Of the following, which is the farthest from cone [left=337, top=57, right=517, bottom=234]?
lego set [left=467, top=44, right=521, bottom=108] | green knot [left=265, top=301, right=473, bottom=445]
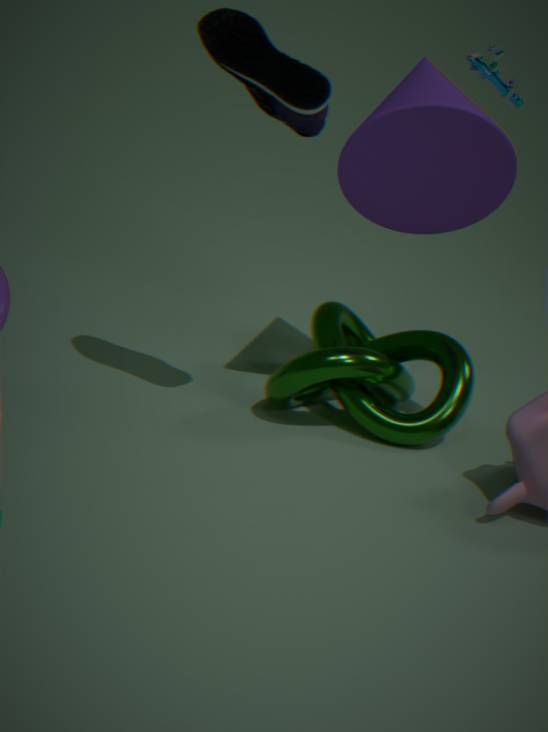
green knot [left=265, top=301, right=473, bottom=445]
